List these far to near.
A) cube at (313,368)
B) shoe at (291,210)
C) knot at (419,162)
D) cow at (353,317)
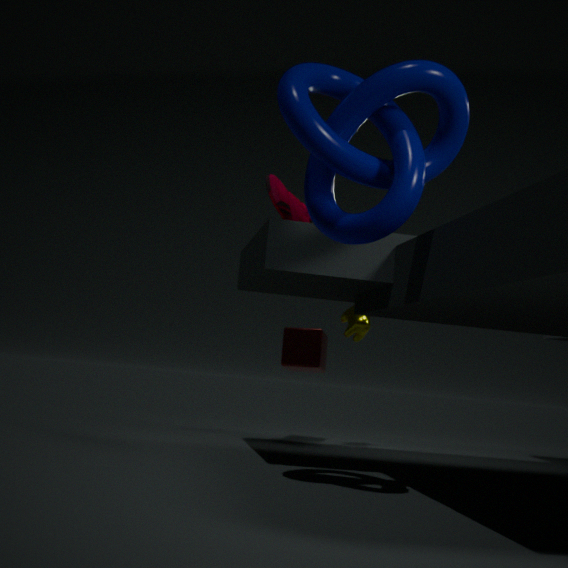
cube at (313,368) < cow at (353,317) < shoe at (291,210) < knot at (419,162)
